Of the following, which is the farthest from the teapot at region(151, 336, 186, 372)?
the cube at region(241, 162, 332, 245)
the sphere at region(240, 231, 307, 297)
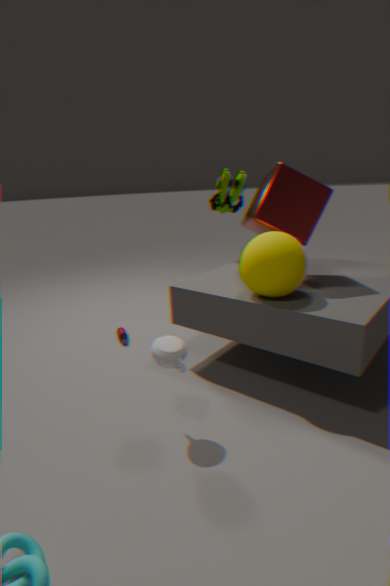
the cube at region(241, 162, 332, 245)
